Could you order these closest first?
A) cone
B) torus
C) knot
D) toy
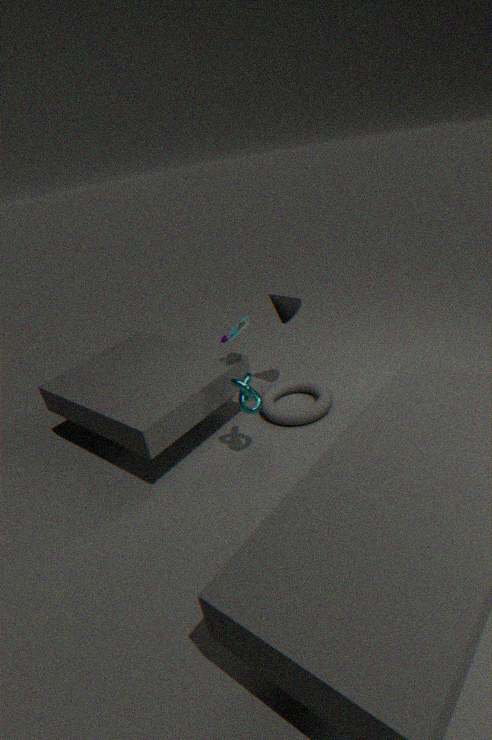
knot
toy
torus
cone
